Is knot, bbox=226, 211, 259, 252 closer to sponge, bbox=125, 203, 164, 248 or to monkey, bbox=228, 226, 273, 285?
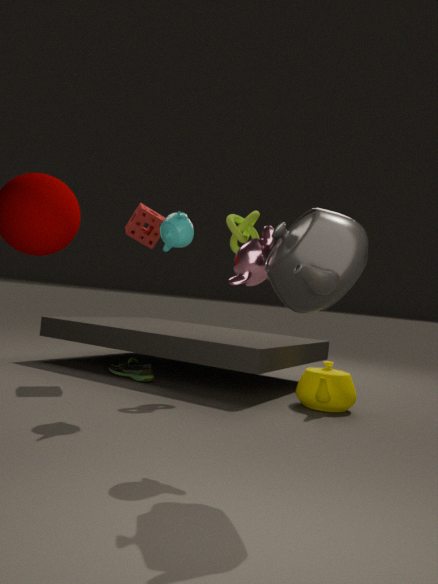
sponge, bbox=125, 203, 164, 248
